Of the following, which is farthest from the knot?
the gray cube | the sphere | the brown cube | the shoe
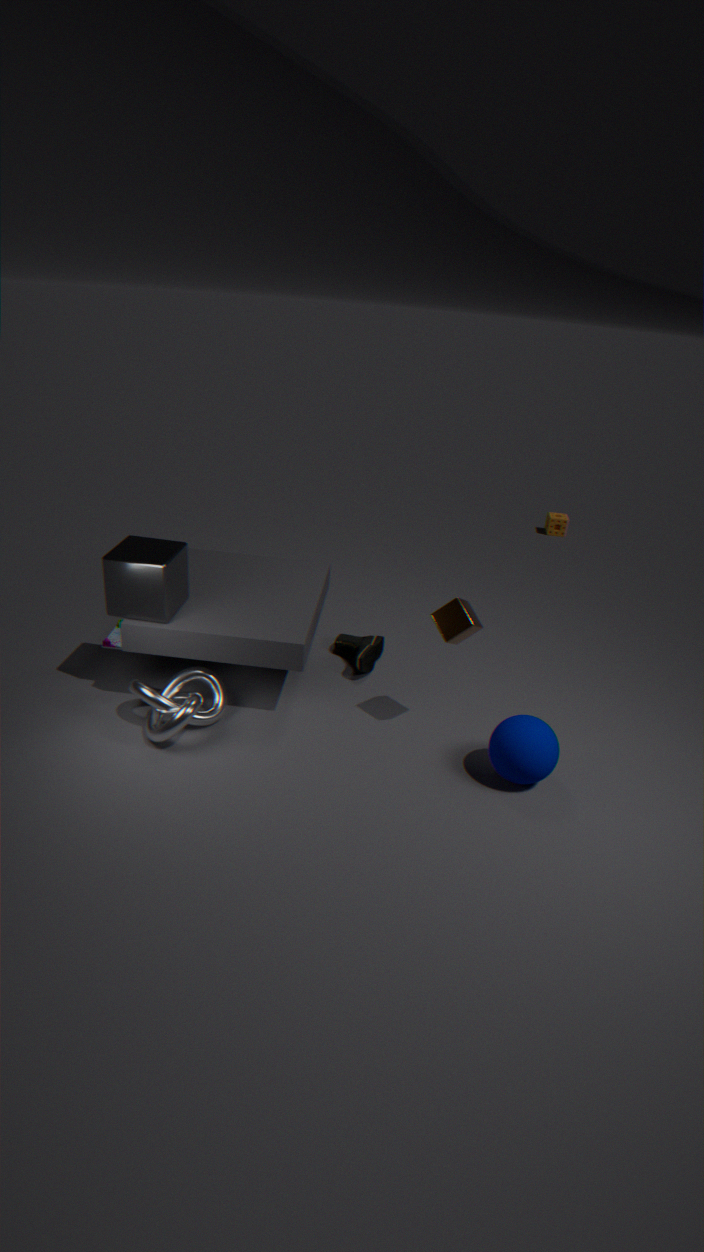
the sphere
